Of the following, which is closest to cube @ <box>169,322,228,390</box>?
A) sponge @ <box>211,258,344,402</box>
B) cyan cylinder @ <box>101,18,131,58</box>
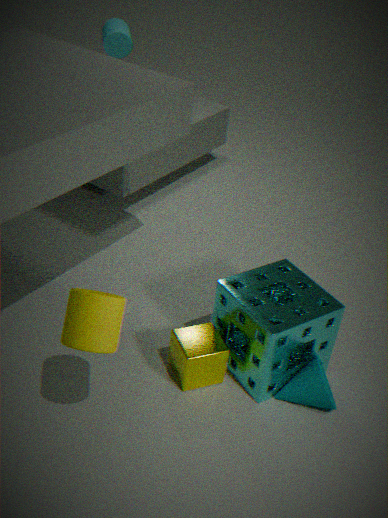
sponge @ <box>211,258,344,402</box>
